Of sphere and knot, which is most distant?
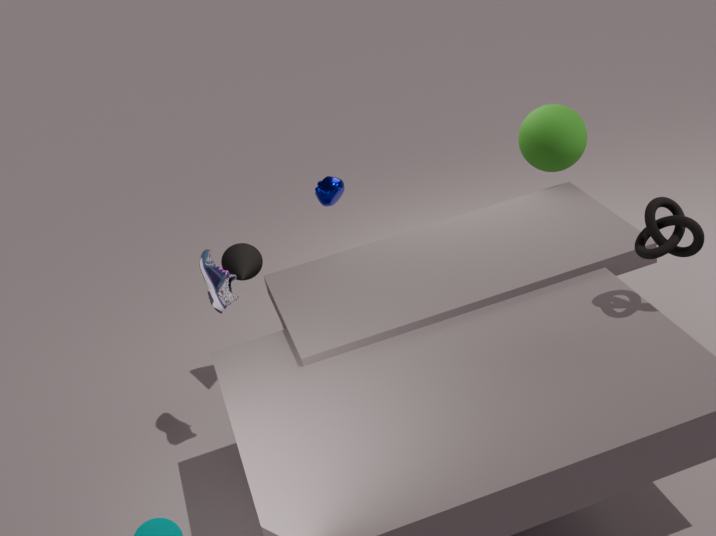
sphere
